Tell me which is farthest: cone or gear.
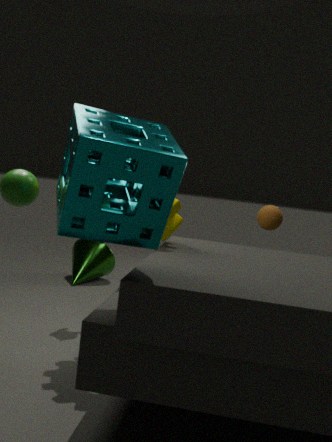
cone
